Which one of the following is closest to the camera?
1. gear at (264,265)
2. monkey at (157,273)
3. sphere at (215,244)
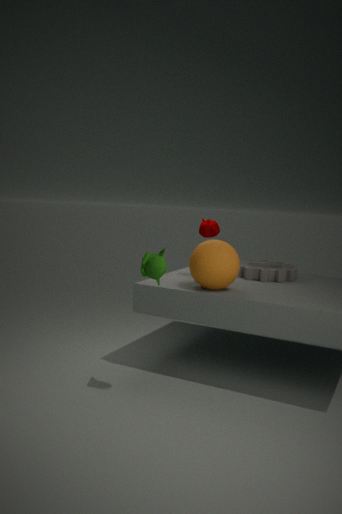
monkey at (157,273)
